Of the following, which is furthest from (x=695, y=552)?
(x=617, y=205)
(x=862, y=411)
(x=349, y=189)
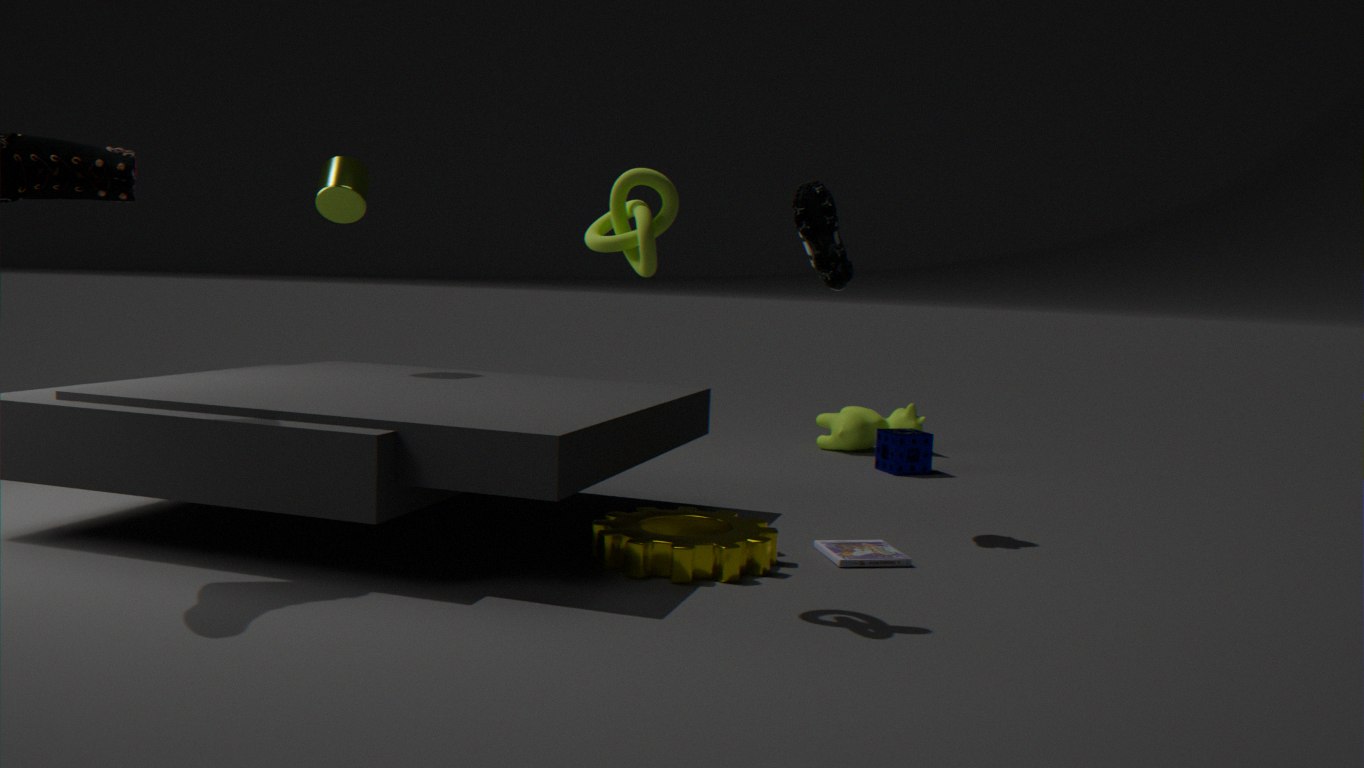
(x=862, y=411)
